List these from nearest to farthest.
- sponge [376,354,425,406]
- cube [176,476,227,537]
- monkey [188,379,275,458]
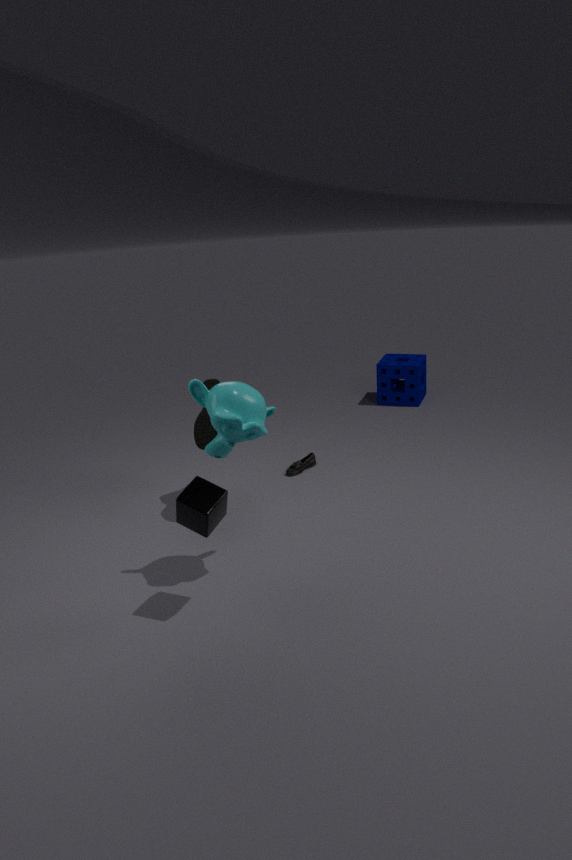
cube [176,476,227,537]
monkey [188,379,275,458]
sponge [376,354,425,406]
